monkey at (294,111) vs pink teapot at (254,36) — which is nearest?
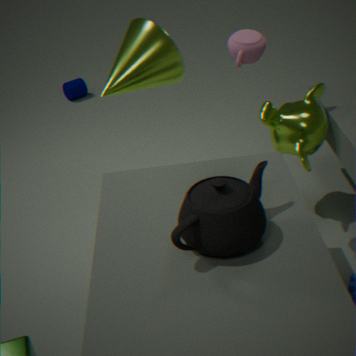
pink teapot at (254,36)
